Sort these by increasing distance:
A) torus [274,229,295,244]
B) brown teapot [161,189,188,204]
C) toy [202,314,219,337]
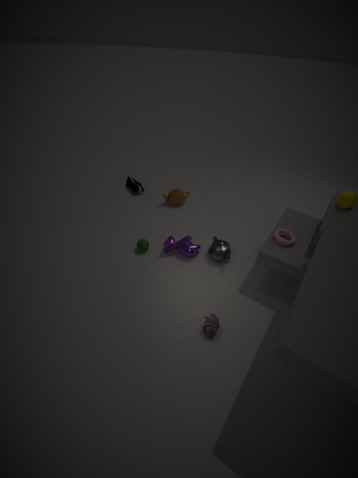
1. toy [202,314,219,337]
2. torus [274,229,295,244]
3. brown teapot [161,189,188,204]
